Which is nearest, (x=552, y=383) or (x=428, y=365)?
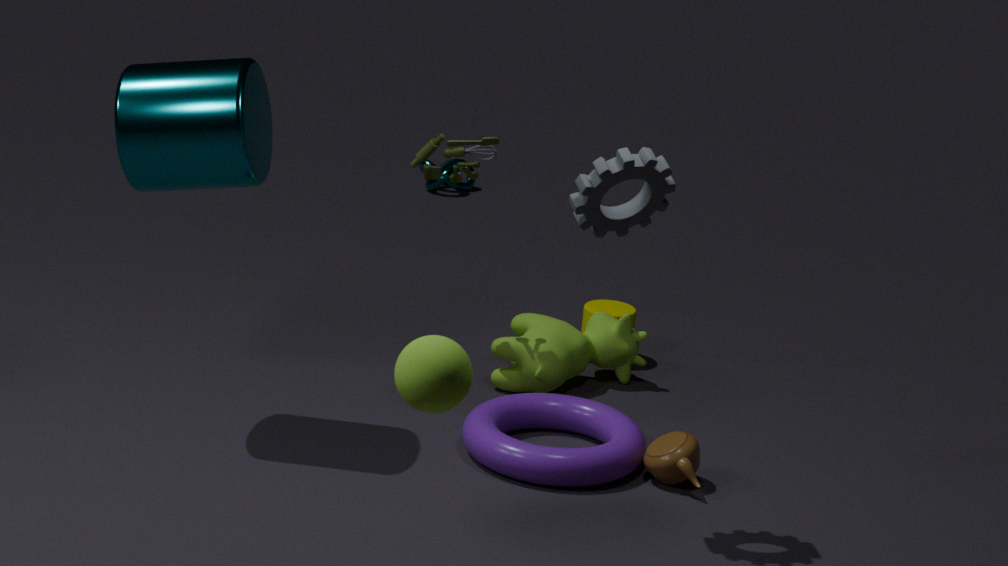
(x=428, y=365)
